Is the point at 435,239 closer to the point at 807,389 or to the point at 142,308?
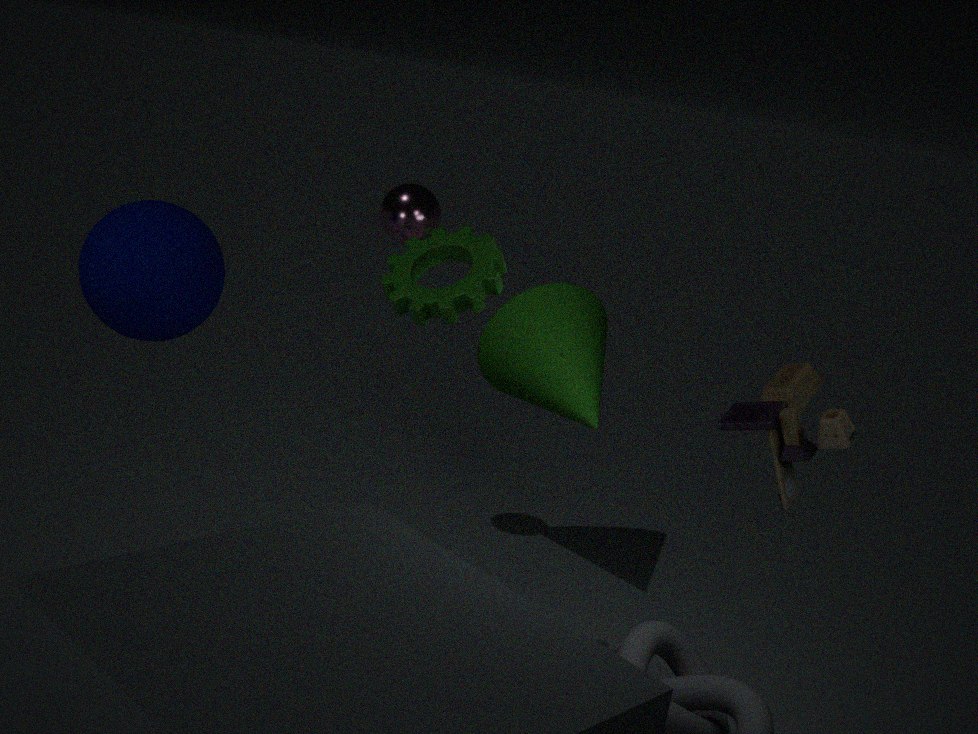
the point at 807,389
